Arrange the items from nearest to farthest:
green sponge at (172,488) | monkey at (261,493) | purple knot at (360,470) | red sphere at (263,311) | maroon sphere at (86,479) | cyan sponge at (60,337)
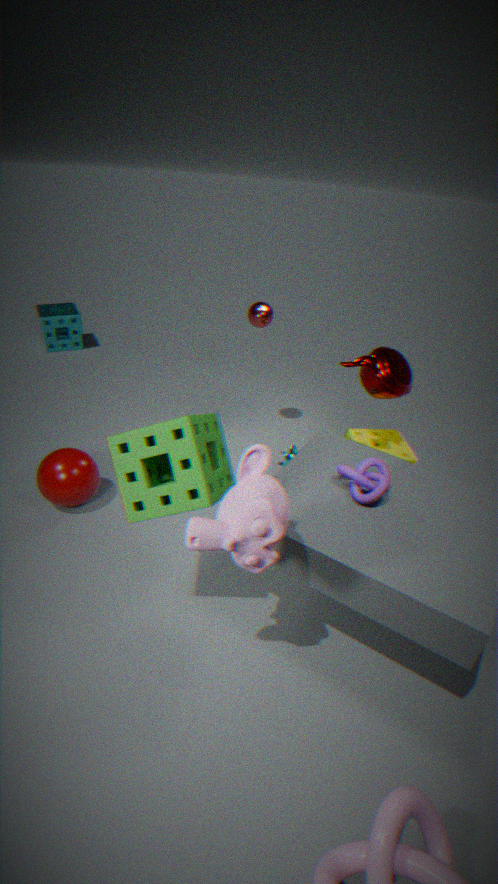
monkey at (261,493) → green sponge at (172,488) → purple knot at (360,470) → maroon sphere at (86,479) → red sphere at (263,311) → cyan sponge at (60,337)
